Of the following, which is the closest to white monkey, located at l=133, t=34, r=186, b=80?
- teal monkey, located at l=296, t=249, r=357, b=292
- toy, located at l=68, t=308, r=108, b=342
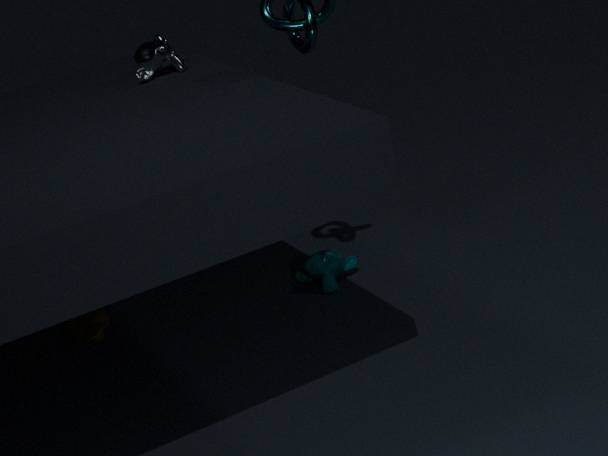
teal monkey, located at l=296, t=249, r=357, b=292
